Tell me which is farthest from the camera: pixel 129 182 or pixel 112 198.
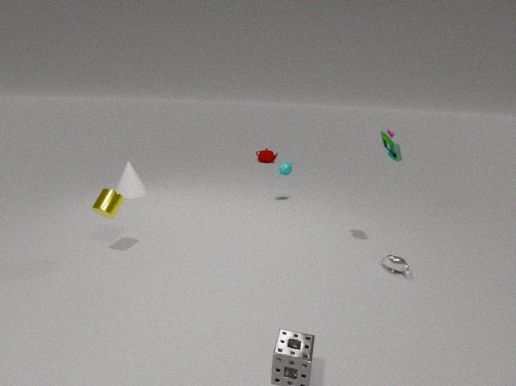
pixel 129 182
